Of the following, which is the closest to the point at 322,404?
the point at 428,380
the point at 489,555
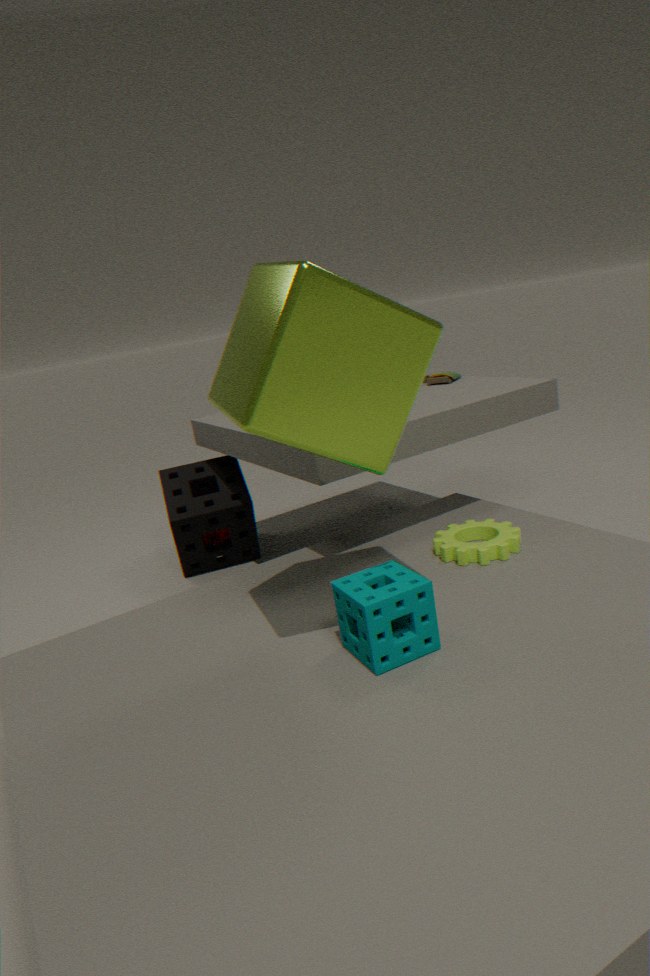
the point at 489,555
